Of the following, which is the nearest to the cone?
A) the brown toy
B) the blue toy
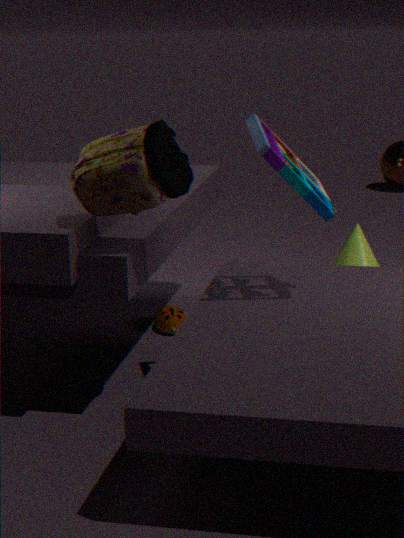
the brown toy
